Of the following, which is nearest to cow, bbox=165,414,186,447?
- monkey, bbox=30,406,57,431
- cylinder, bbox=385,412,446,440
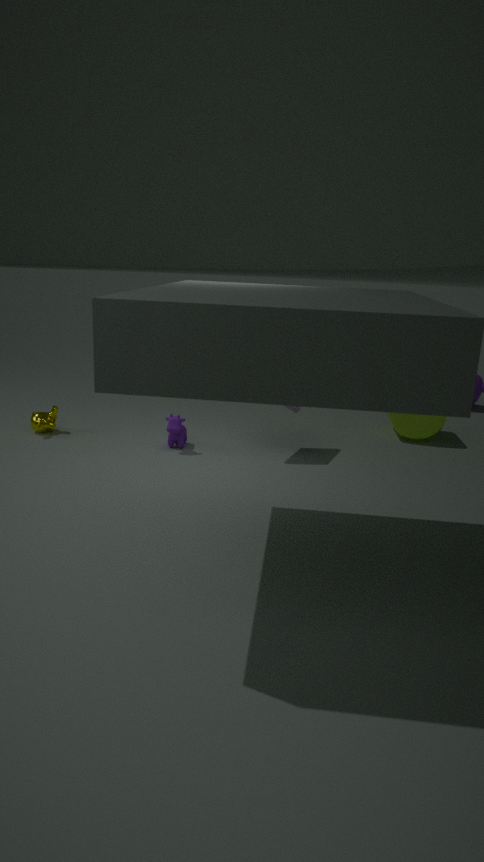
monkey, bbox=30,406,57,431
